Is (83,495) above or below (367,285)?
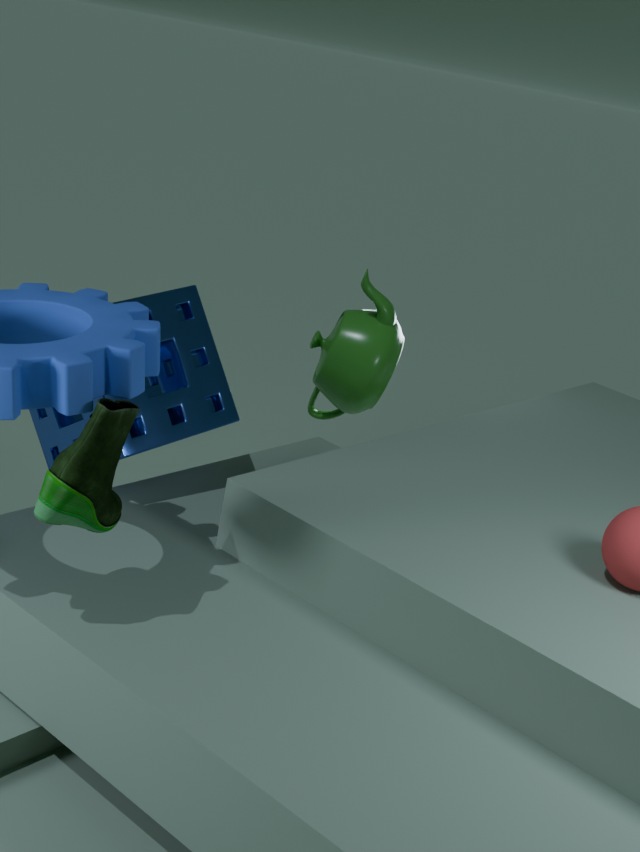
above
